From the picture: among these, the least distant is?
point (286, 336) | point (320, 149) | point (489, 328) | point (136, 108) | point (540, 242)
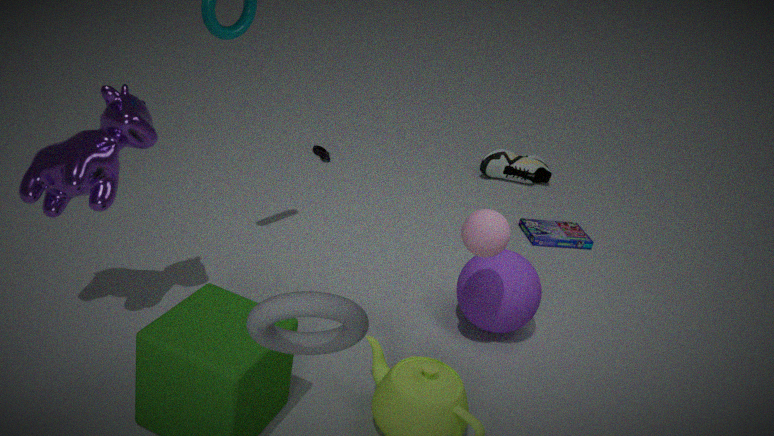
point (286, 336)
